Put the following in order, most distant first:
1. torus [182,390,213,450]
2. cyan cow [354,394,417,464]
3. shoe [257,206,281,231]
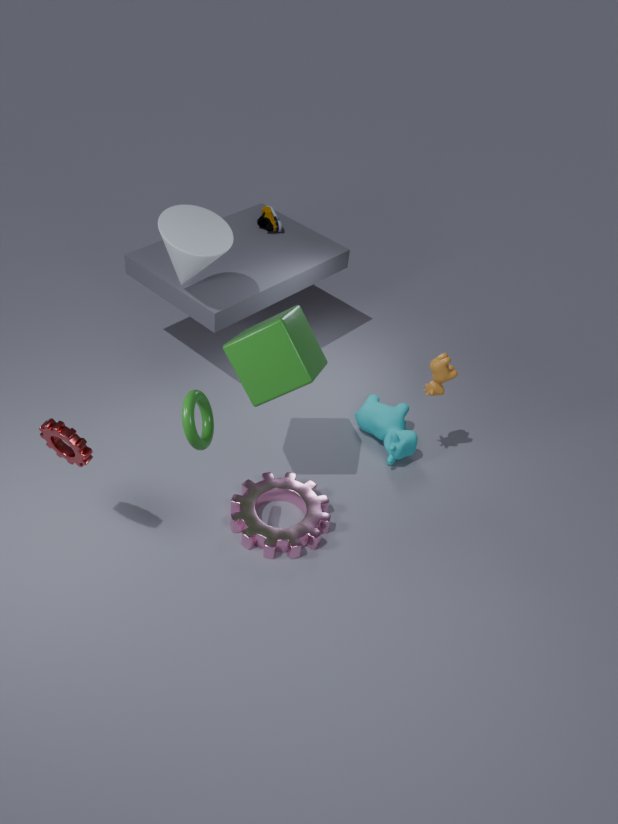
shoe [257,206,281,231], cyan cow [354,394,417,464], torus [182,390,213,450]
